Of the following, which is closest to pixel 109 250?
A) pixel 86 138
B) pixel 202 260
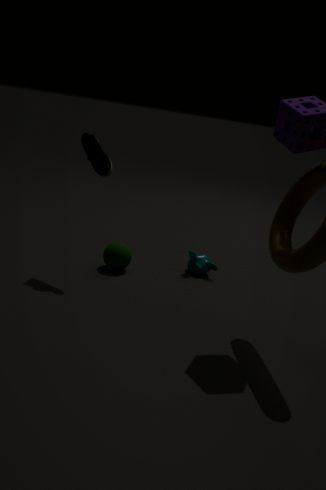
pixel 202 260
